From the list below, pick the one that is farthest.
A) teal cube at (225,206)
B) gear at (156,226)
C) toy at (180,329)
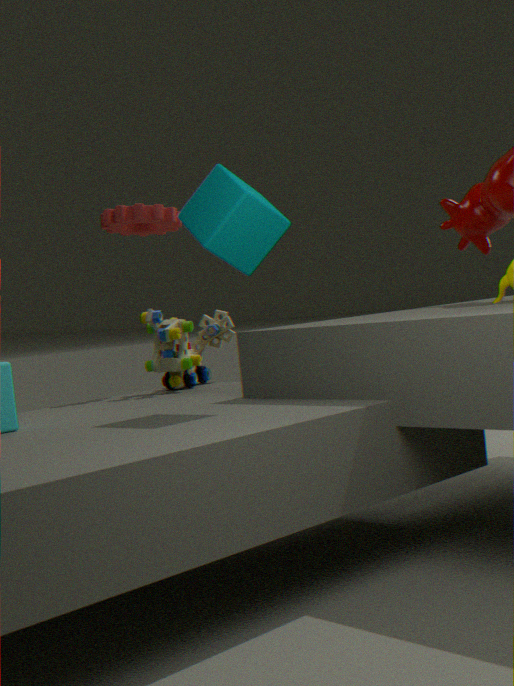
gear at (156,226)
